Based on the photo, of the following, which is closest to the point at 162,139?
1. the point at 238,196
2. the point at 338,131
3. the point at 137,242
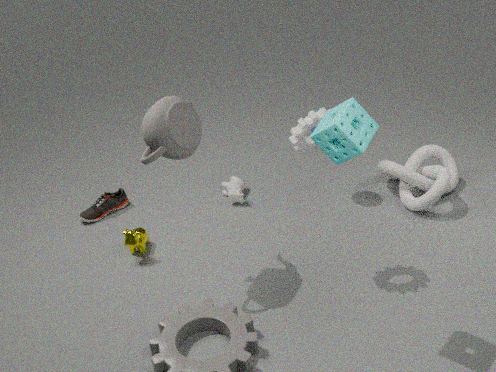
Answer: the point at 137,242
